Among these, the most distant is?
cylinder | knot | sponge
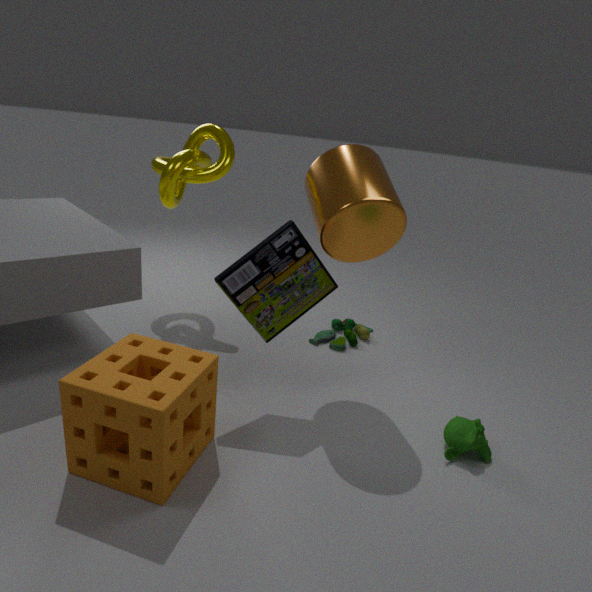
knot
